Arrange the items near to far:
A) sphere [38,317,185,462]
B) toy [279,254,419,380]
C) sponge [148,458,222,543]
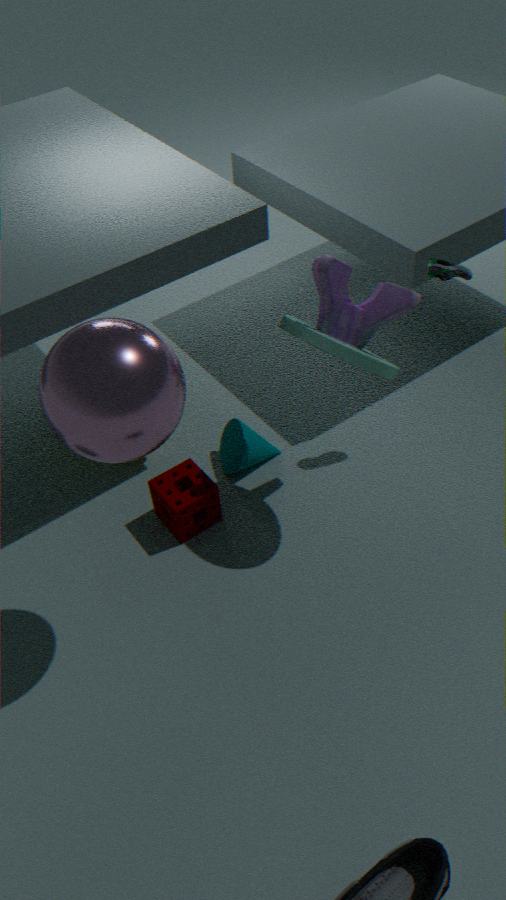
sphere [38,317,185,462]
toy [279,254,419,380]
sponge [148,458,222,543]
